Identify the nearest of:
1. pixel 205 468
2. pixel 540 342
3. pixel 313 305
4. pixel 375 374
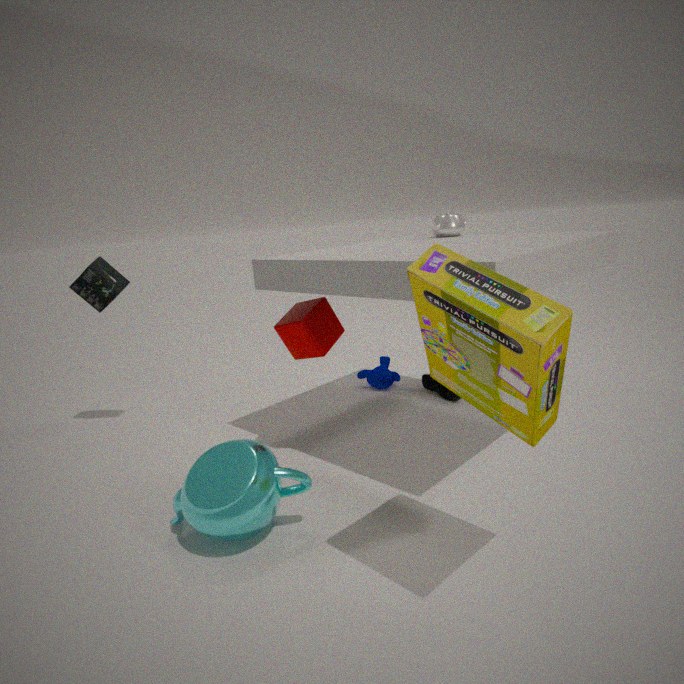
pixel 540 342
